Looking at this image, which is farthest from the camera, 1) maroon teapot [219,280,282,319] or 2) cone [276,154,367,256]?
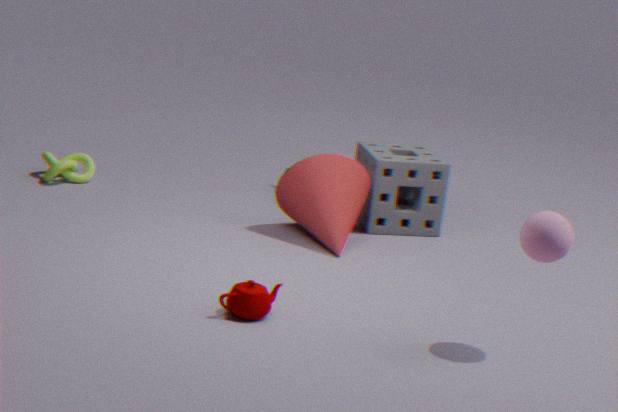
2. cone [276,154,367,256]
